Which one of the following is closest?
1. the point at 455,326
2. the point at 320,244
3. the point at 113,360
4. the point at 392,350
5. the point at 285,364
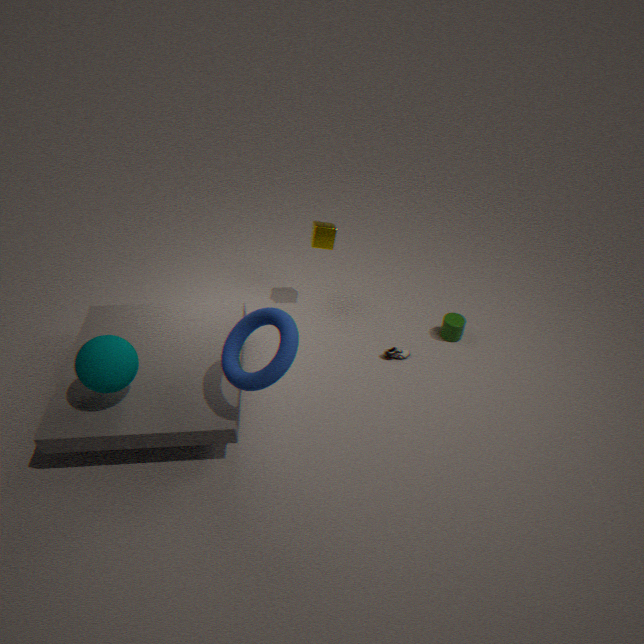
the point at 285,364
